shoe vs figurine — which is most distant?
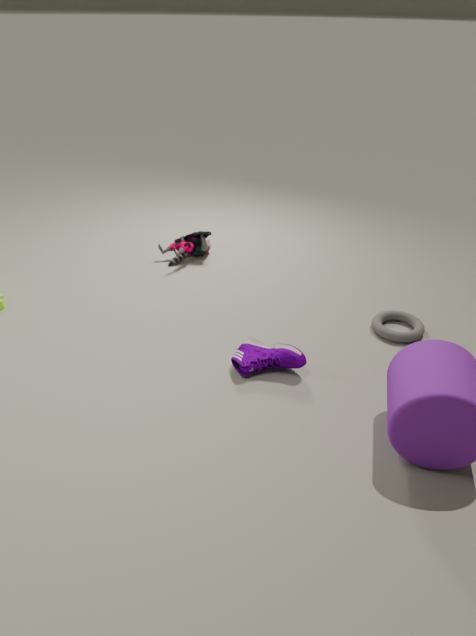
figurine
